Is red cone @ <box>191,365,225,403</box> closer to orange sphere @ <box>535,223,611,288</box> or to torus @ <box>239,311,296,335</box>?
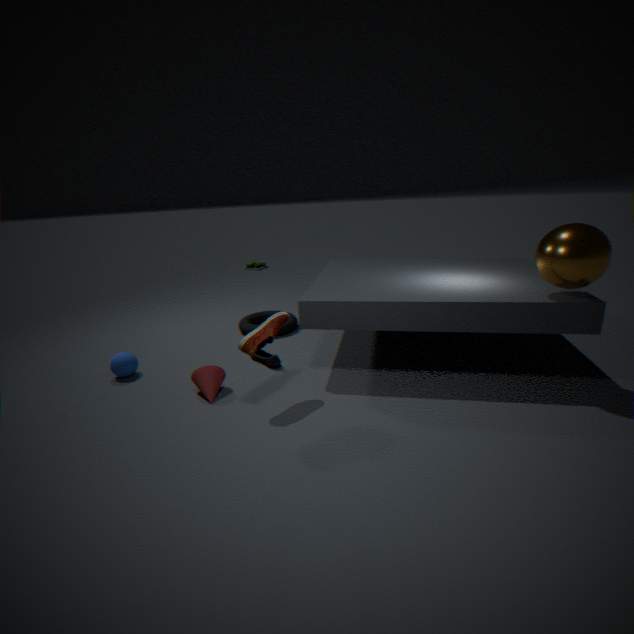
torus @ <box>239,311,296,335</box>
